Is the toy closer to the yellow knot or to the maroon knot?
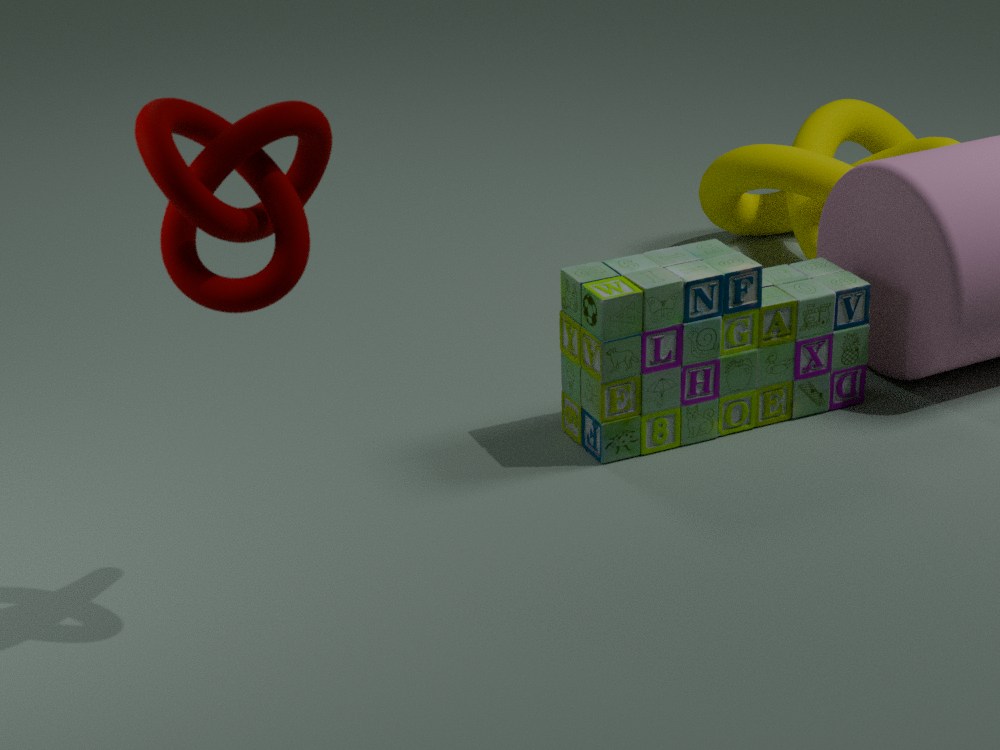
the yellow knot
